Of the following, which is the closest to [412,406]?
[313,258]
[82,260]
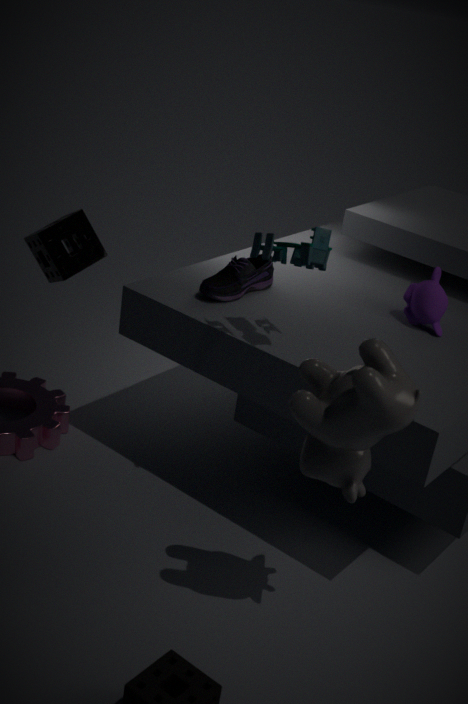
[313,258]
